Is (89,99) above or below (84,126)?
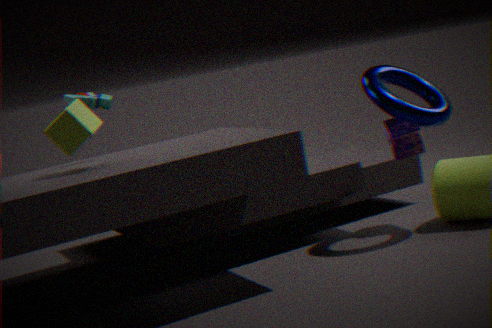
above
